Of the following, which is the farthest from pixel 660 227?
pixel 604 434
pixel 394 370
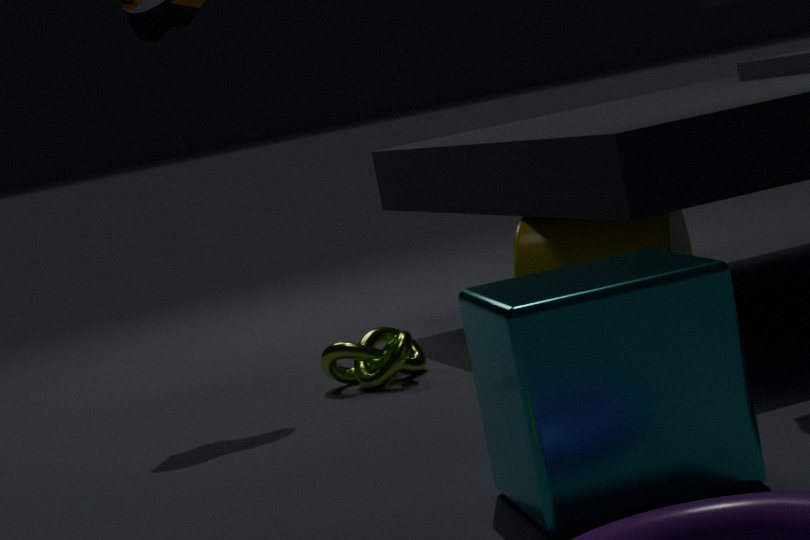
pixel 604 434
